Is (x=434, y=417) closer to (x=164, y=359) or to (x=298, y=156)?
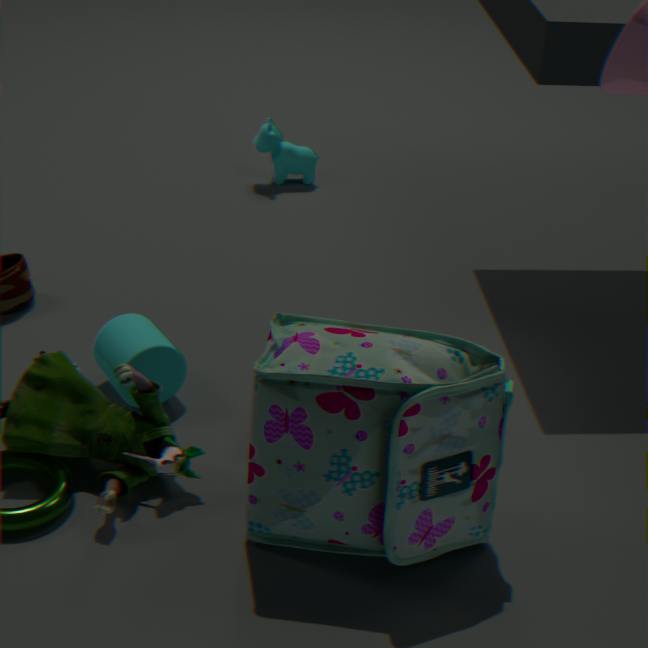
(x=164, y=359)
